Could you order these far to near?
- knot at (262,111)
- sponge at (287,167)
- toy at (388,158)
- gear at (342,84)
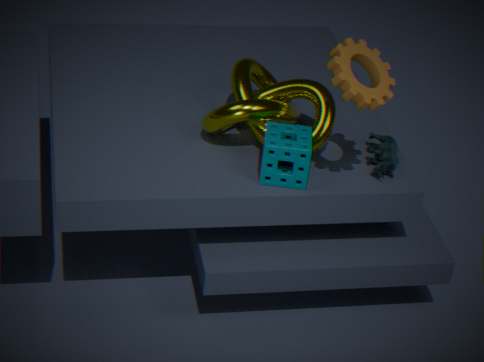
toy at (388,158) < knot at (262,111) < sponge at (287,167) < gear at (342,84)
